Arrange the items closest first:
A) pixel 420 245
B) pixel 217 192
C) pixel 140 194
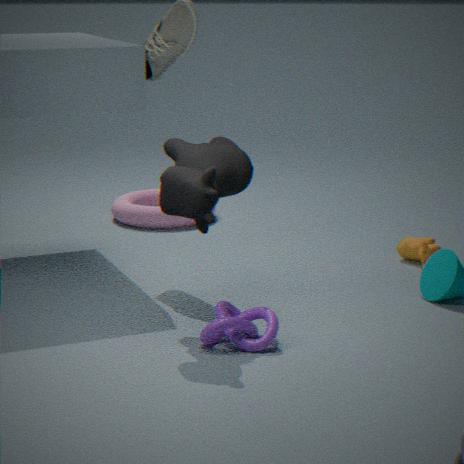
pixel 217 192, pixel 420 245, pixel 140 194
